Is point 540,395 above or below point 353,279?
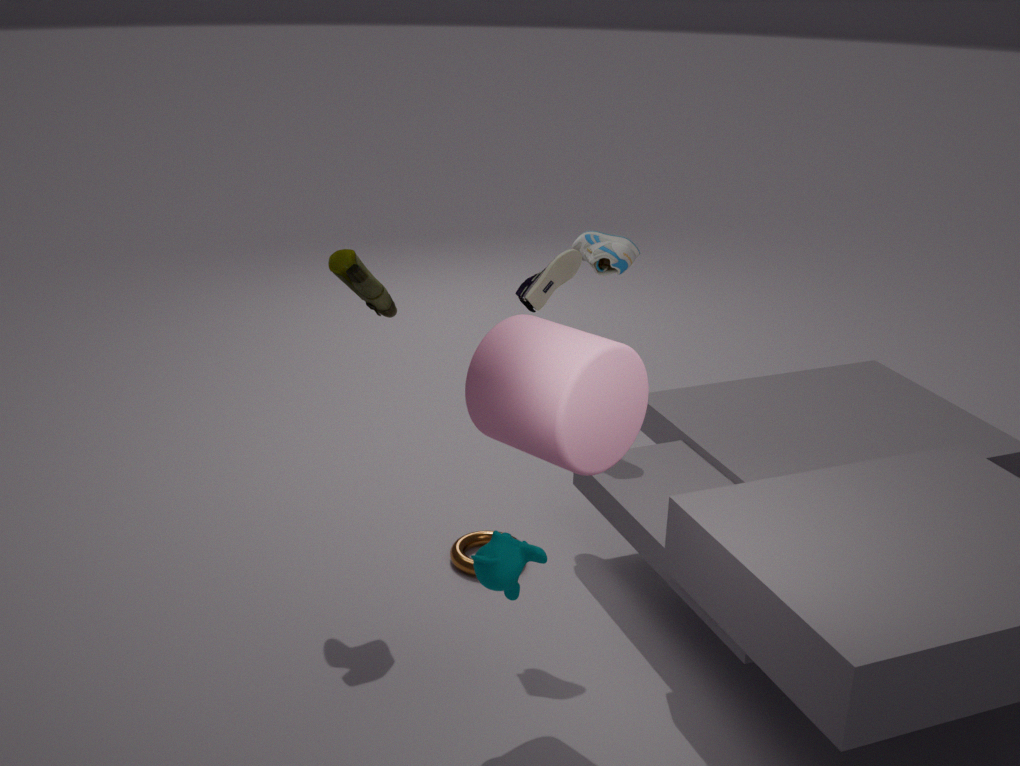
below
